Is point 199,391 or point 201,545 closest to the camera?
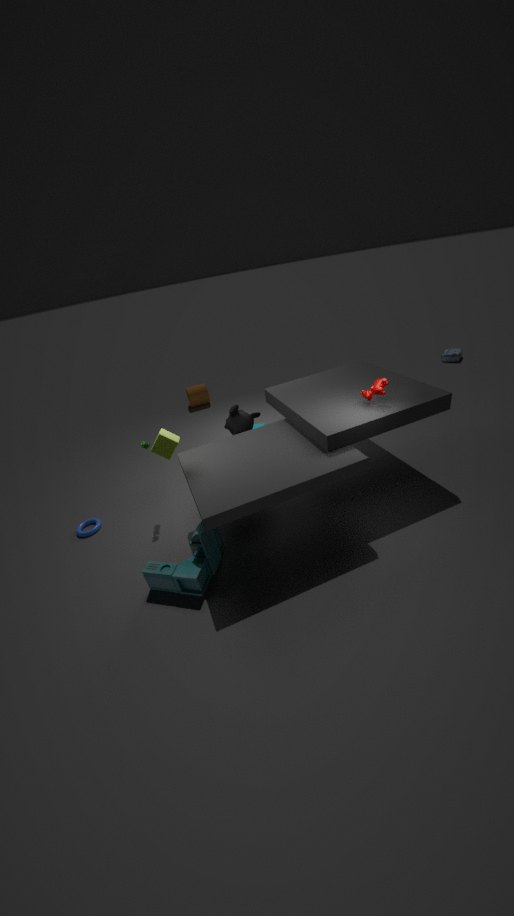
point 201,545
